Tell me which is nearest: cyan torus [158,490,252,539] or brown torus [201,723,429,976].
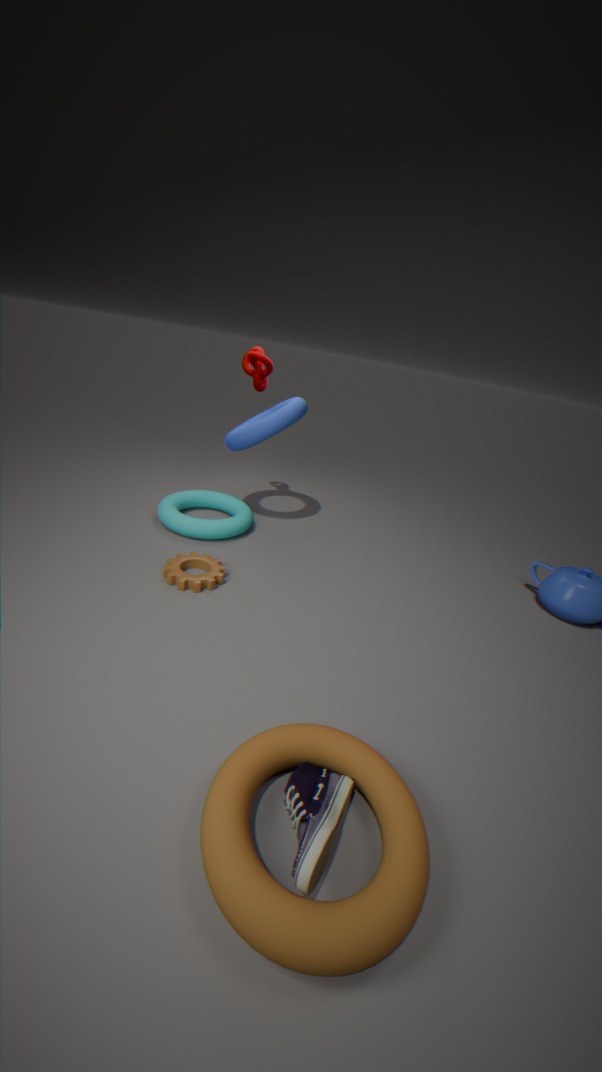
brown torus [201,723,429,976]
